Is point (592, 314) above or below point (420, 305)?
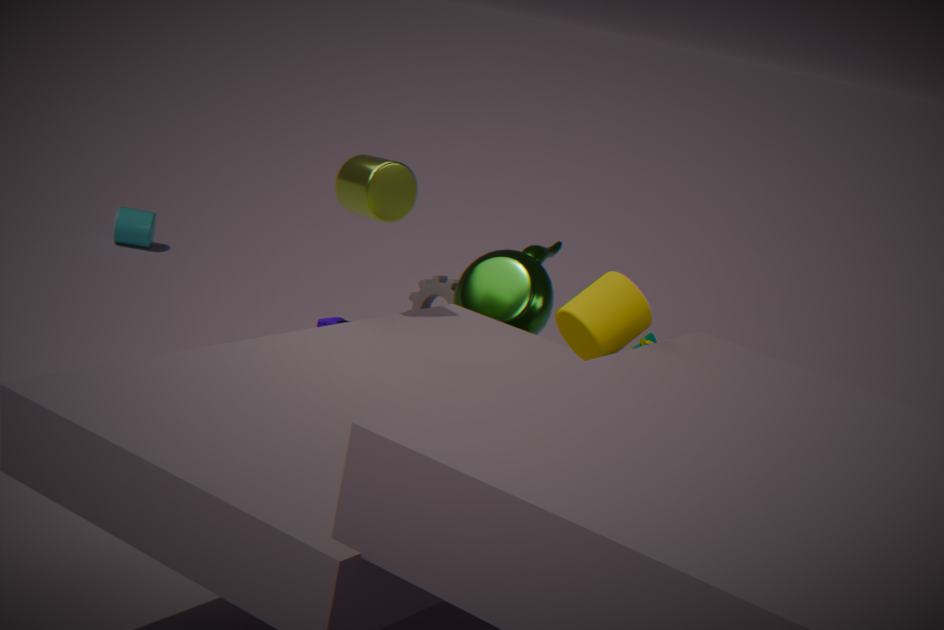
above
